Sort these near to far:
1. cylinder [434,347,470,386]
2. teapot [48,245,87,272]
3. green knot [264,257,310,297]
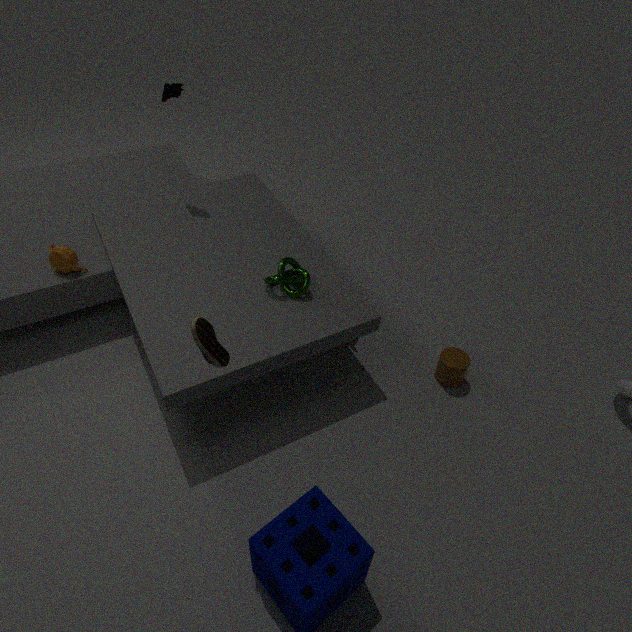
1. green knot [264,257,310,297]
2. teapot [48,245,87,272]
3. cylinder [434,347,470,386]
